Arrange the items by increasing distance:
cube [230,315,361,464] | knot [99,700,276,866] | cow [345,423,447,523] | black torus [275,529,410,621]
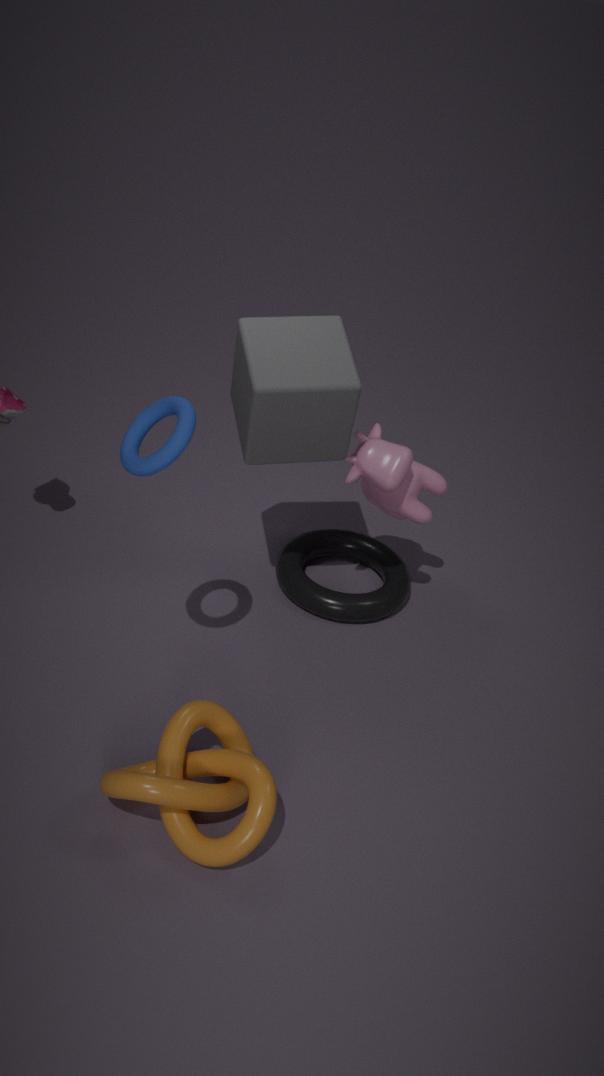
knot [99,700,276,866] → cube [230,315,361,464] → cow [345,423,447,523] → black torus [275,529,410,621]
